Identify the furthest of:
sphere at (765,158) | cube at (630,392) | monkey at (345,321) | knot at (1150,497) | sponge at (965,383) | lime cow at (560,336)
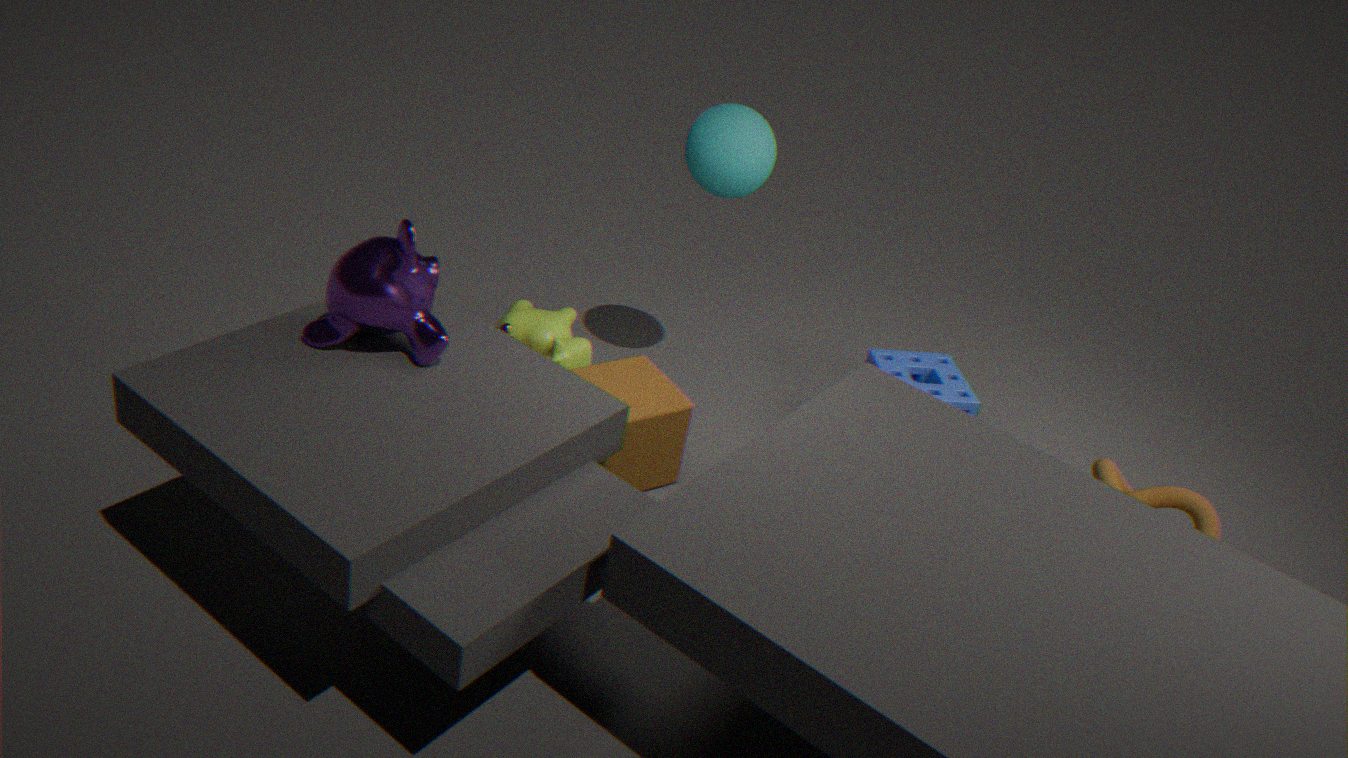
lime cow at (560,336)
